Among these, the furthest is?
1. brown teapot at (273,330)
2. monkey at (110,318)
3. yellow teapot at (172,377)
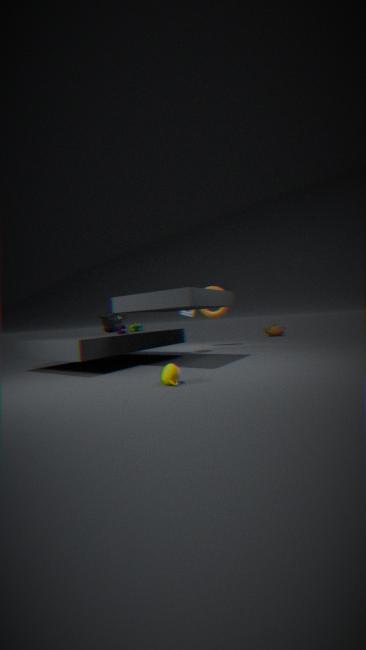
brown teapot at (273,330)
